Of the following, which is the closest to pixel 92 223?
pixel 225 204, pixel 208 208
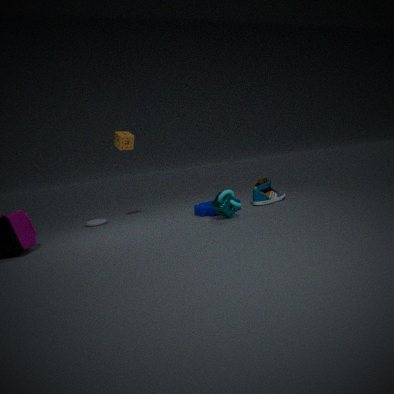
pixel 208 208
